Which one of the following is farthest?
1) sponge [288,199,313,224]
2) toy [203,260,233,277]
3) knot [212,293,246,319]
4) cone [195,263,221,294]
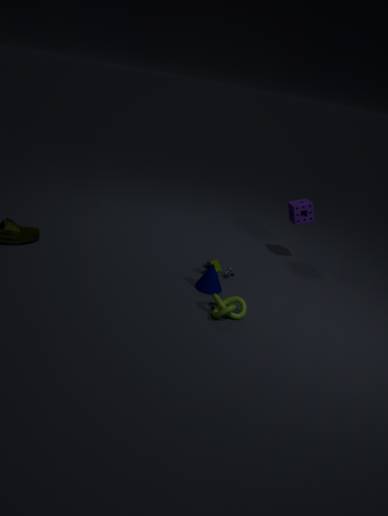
1. sponge [288,199,313,224]
